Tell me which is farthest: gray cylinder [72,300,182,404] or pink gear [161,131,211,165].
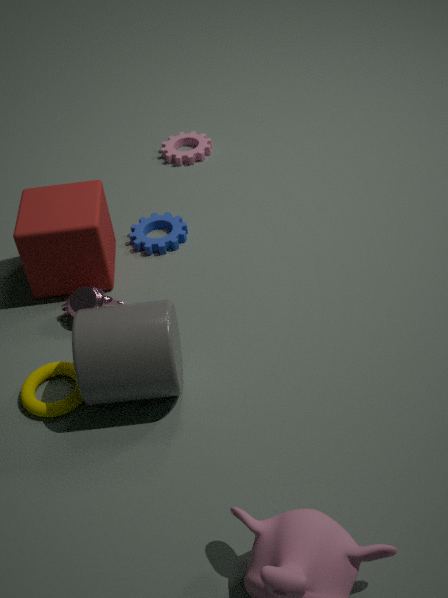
pink gear [161,131,211,165]
